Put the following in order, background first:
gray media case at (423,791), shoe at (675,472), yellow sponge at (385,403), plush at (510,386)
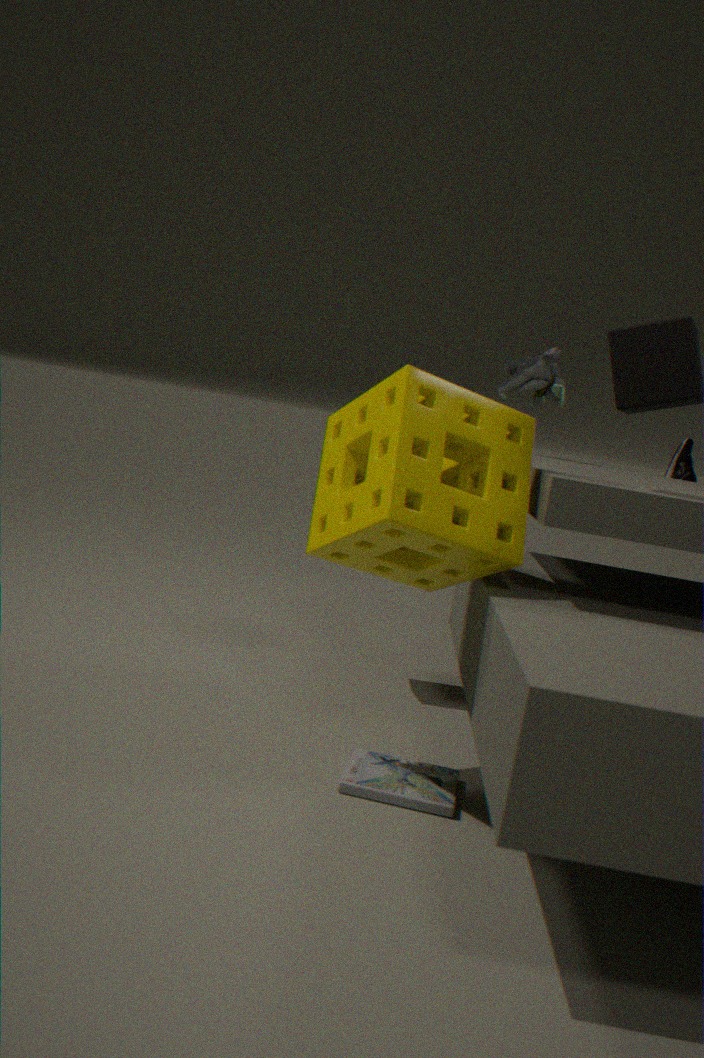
shoe at (675,472), plush at (510,386), gray media case at (423,791), yellow sponge at (385,403)
